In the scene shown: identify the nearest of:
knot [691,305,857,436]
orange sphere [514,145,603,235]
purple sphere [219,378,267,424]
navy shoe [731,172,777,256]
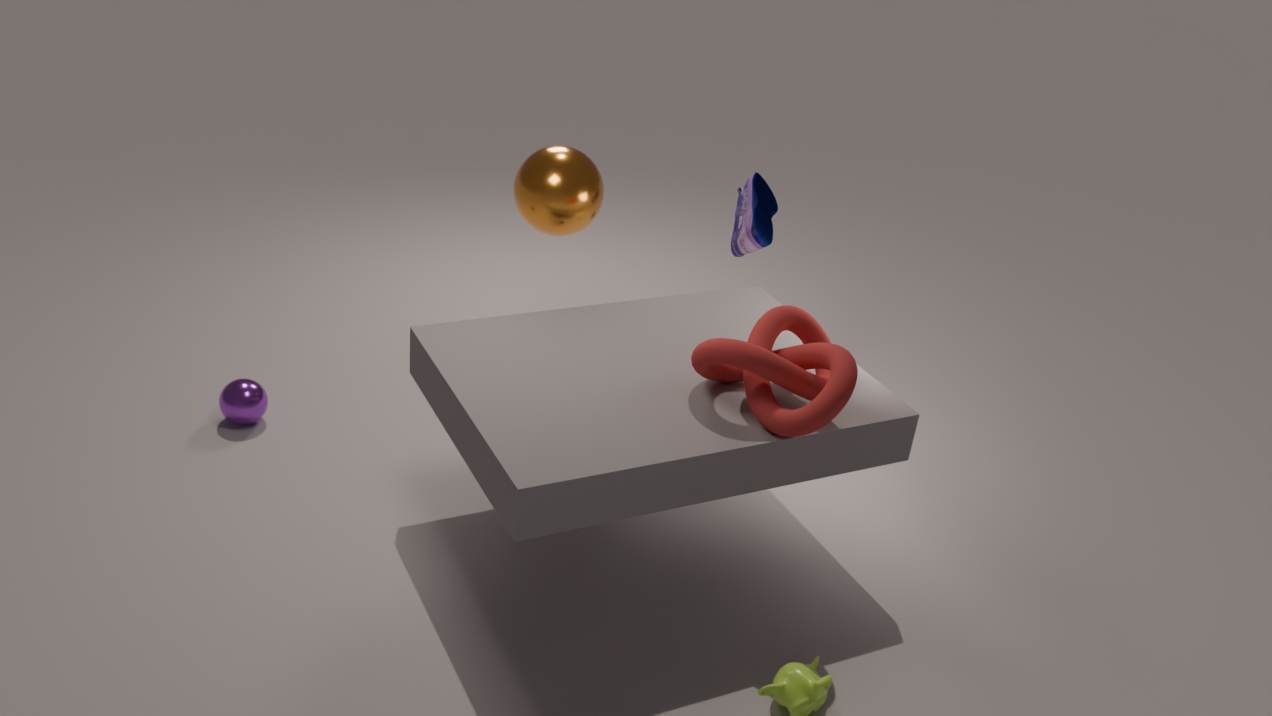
knot [691,305,857,436]
